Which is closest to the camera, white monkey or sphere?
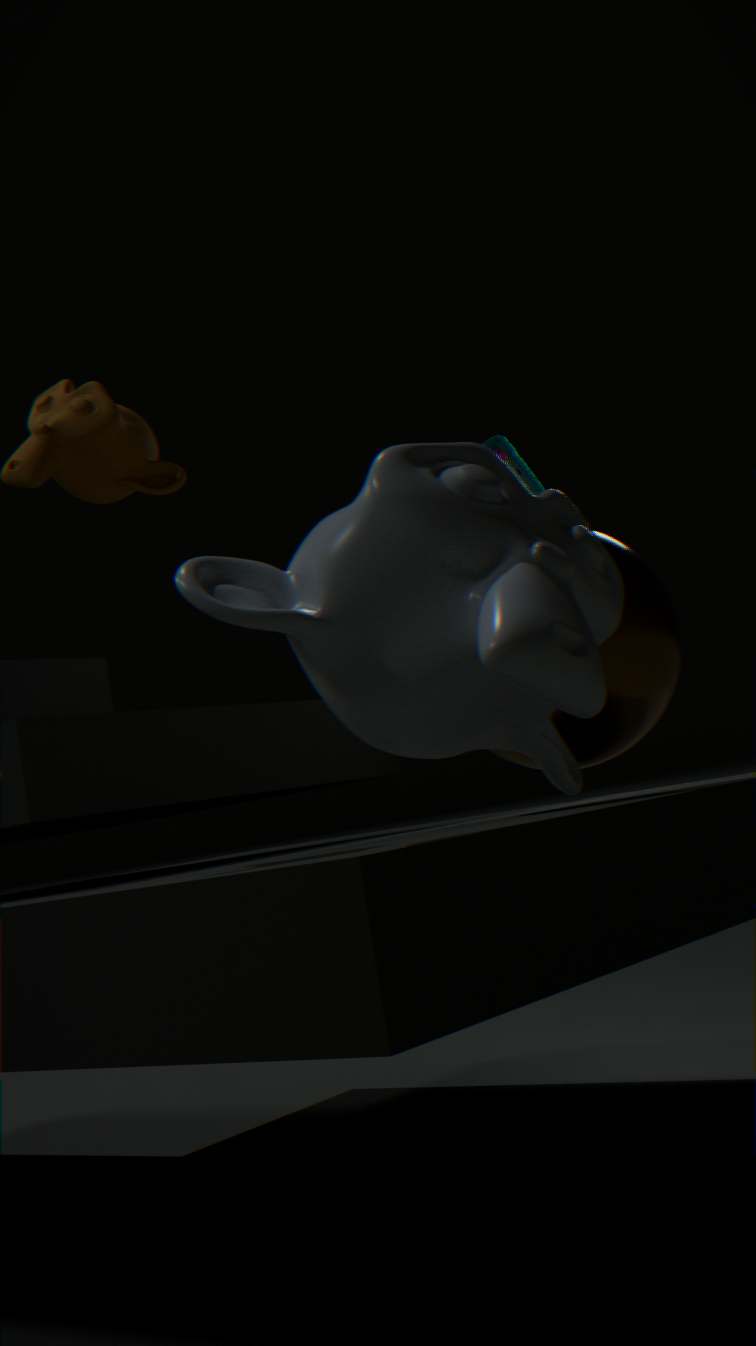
white monkey
